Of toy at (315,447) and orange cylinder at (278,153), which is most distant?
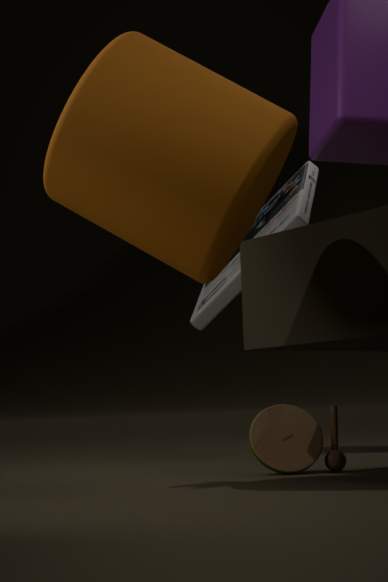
toy at (315,447)
